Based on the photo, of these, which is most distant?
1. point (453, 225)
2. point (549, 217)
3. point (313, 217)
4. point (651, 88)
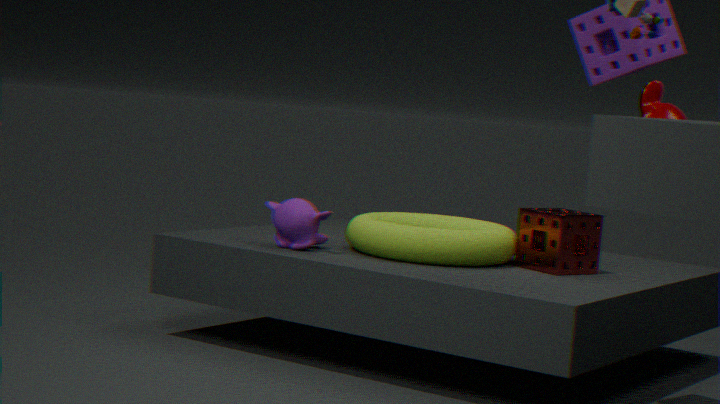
point (453, 225)
